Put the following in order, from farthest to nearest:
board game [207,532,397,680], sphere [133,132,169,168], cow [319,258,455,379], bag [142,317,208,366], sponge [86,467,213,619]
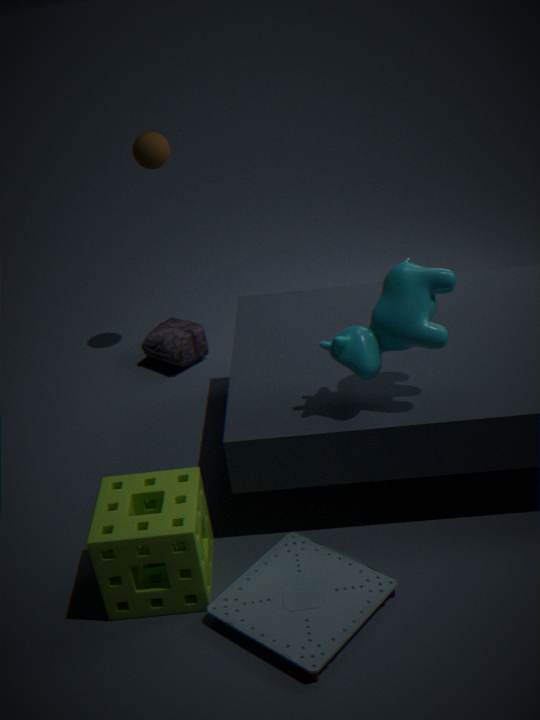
bag [142,317,208,366] → sphere [133,132,169,168] → cow [319,258,455,379] → sponge [86,467,213,619] → board game [207,532,397,680]
